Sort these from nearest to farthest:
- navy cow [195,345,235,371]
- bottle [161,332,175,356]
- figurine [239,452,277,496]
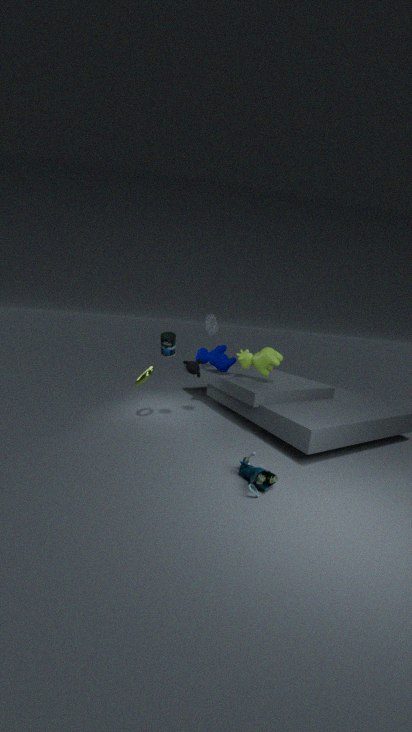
figurine [239,452,277,496] < bottle [161,332,175,356] < navy cow [195,345,235,371]
